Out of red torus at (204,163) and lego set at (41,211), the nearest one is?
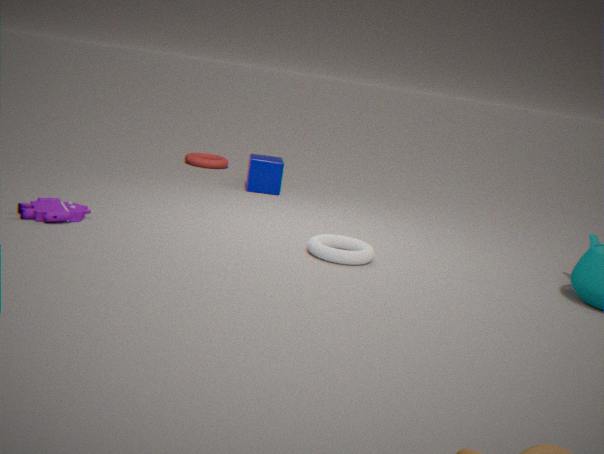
lego set at (41,211)
